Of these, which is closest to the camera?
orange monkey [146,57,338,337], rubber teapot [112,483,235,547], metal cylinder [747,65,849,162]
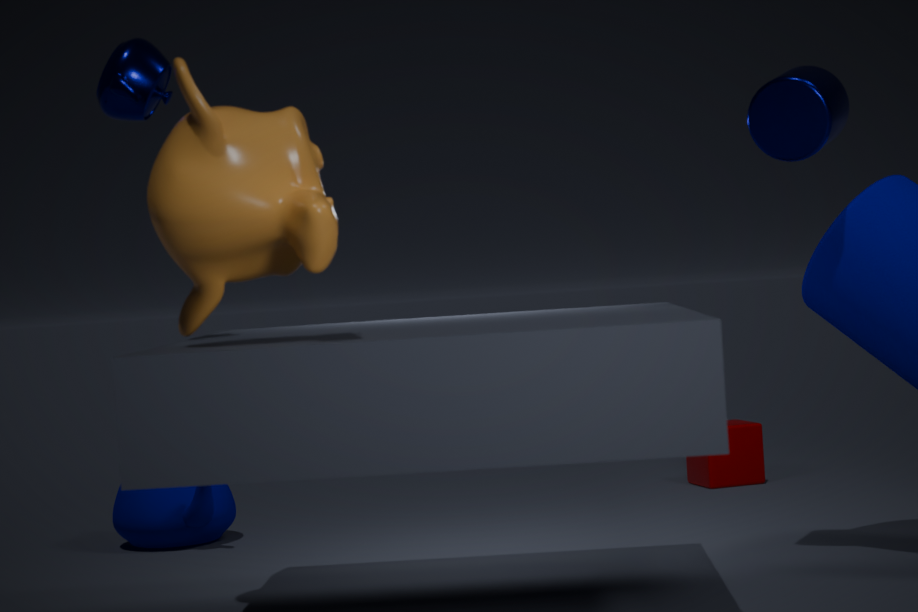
orange monkey [146,57,338,337]
